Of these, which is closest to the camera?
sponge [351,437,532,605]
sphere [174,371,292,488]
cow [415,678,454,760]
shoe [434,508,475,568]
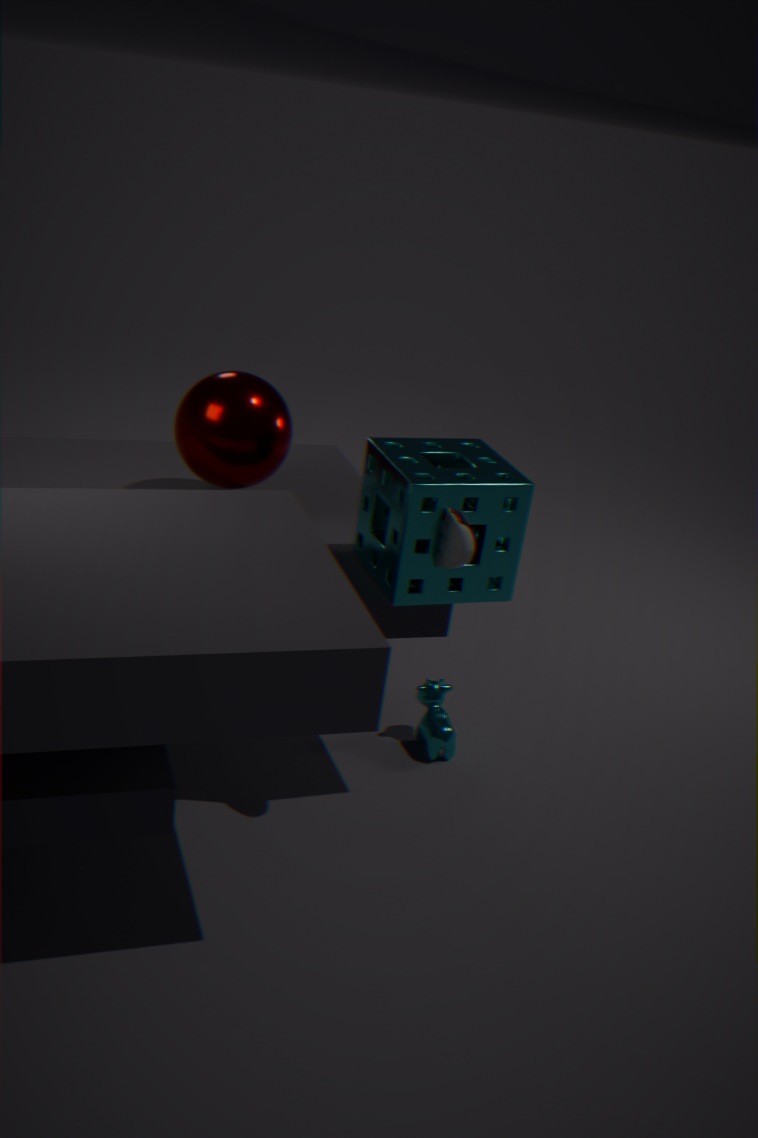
→ shoe [434,508,475,568]
